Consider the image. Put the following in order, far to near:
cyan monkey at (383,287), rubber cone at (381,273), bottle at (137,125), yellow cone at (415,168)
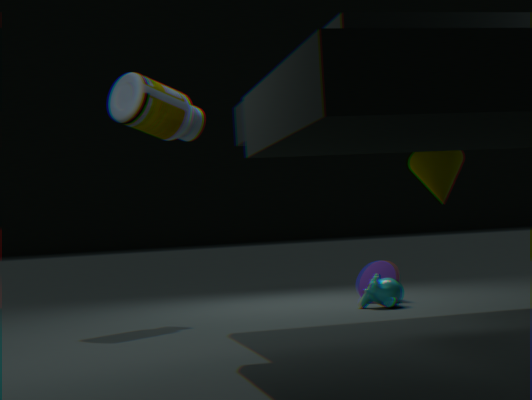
rubber cone at (381,273) → cyan monkey at (383,287) → bottle at (137,125) → yellow cone at (415,168)
